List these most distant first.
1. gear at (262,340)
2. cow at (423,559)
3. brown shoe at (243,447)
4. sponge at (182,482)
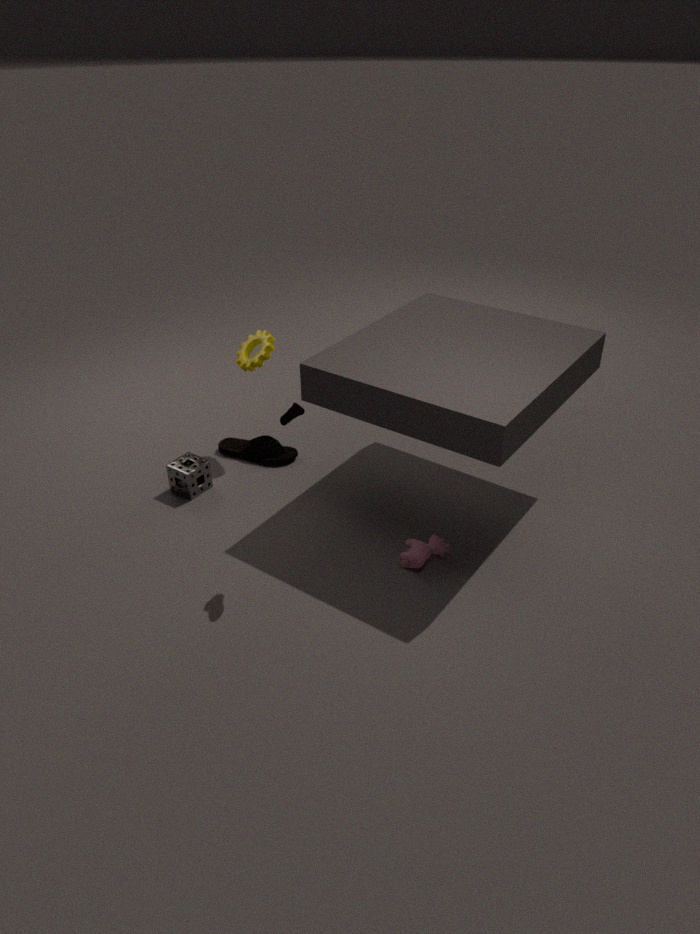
brown shoe at (243,447)
gear at (262,340)
sponge at (182,482)
cow at (423,559)
